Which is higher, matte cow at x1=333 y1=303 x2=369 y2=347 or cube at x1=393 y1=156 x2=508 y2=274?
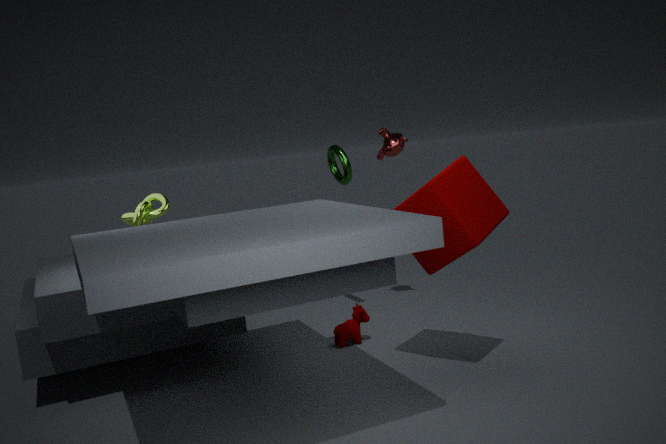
cube at x1=393 y1=156 x2=508 y2=274
